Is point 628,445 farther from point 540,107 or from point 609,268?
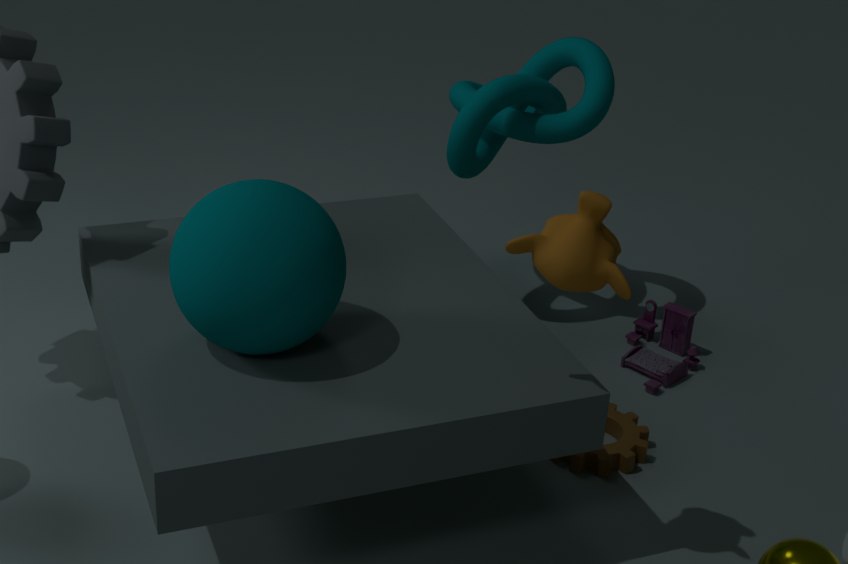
point 540,107
